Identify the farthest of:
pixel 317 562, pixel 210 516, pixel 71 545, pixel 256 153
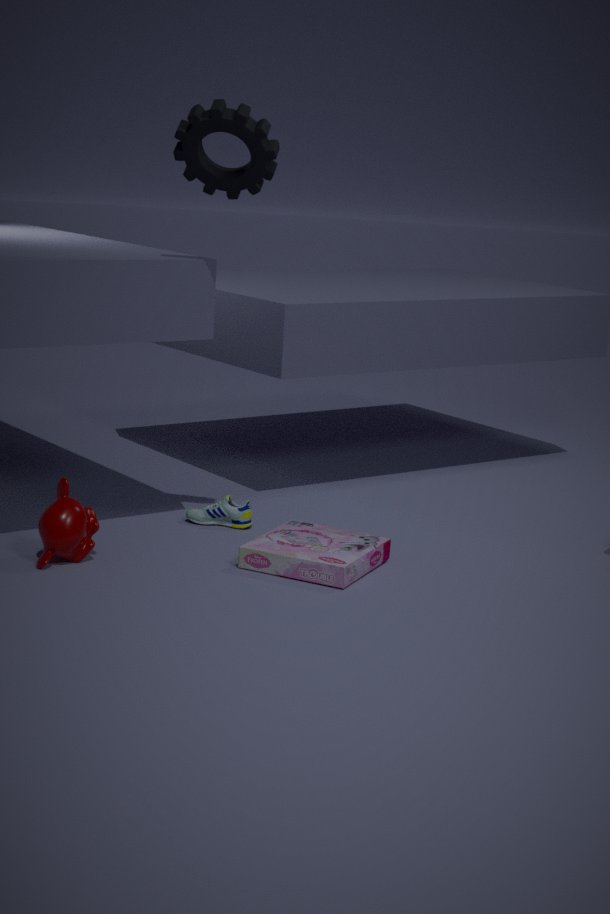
pixel 210 516
